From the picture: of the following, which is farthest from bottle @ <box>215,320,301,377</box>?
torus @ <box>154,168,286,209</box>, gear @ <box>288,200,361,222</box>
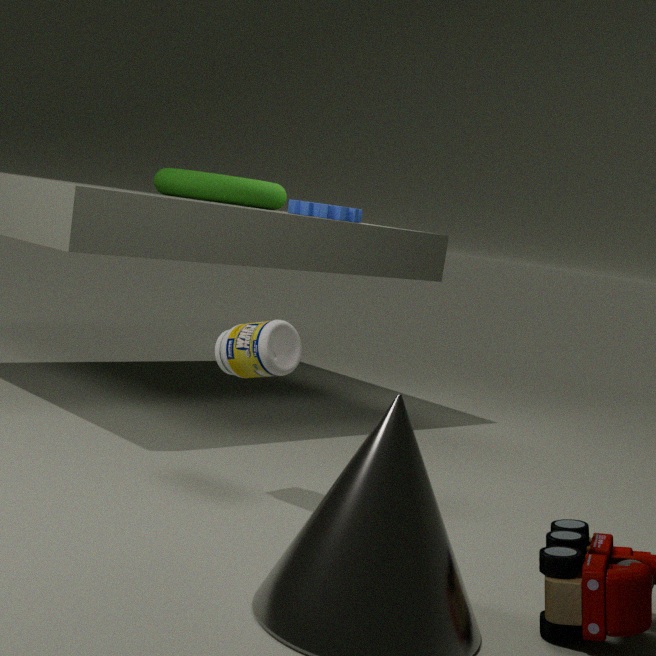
torus @ <box>154,168,286,209</box>
